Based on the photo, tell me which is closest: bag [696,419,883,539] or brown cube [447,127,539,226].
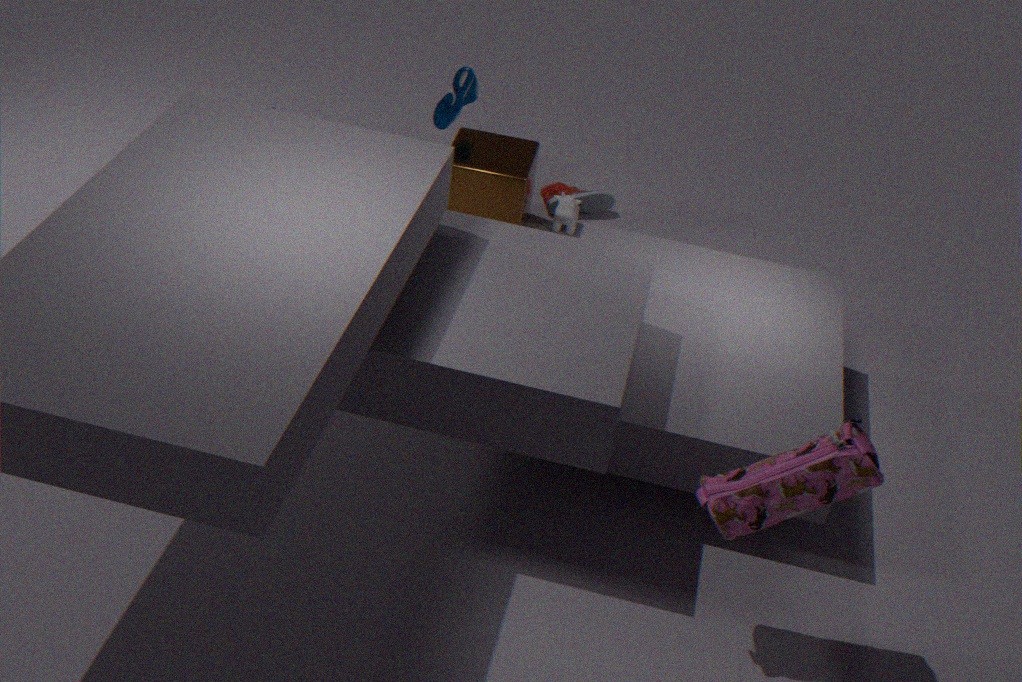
bag [696,419,883,539]
